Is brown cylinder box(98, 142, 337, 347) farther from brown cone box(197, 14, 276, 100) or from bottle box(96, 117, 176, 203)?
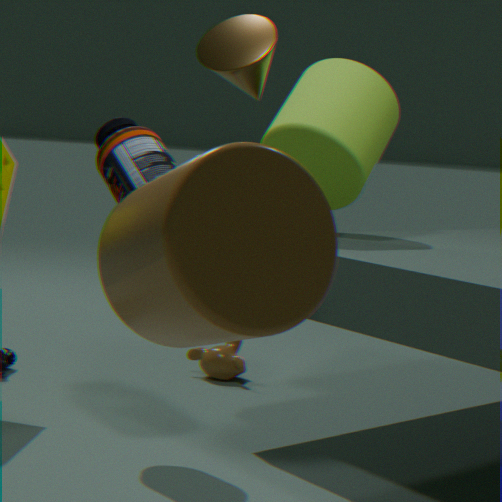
bottle box(96, 117, 176, 203)
